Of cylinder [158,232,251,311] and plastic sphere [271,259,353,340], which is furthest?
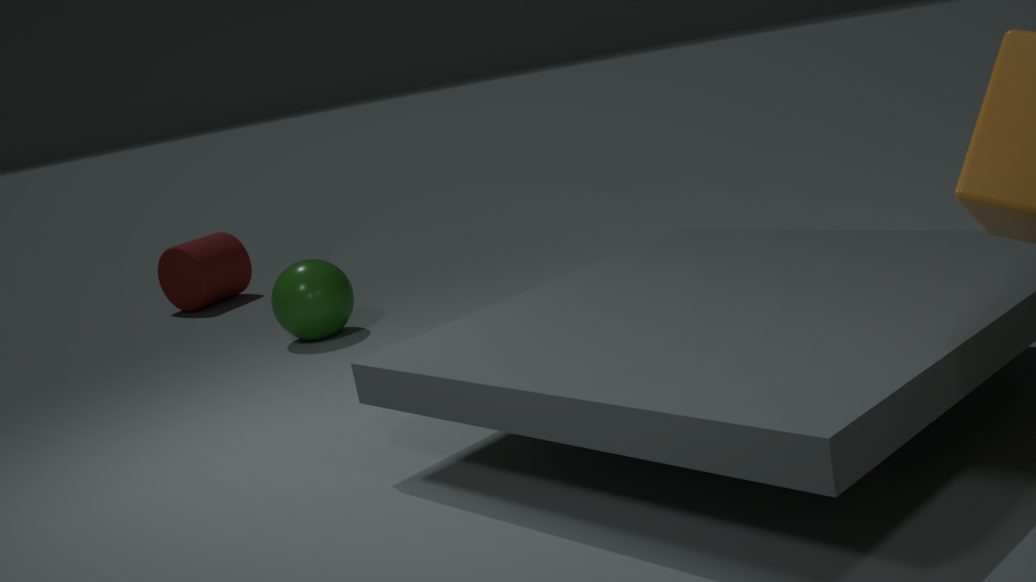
cylinder [158,232,251,311]
